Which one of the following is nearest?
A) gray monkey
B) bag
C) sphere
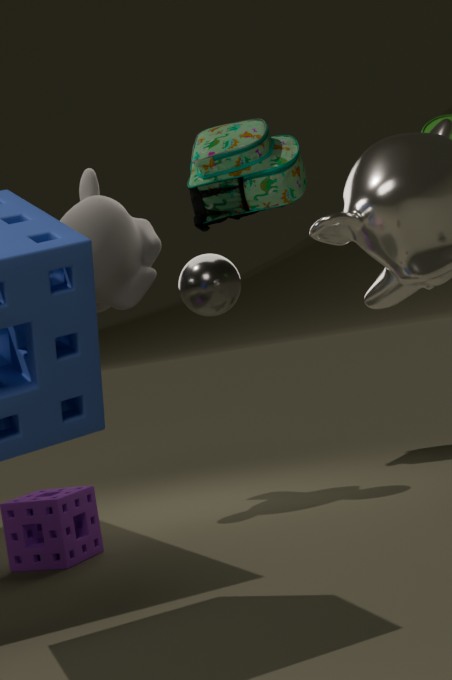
gray monkey
